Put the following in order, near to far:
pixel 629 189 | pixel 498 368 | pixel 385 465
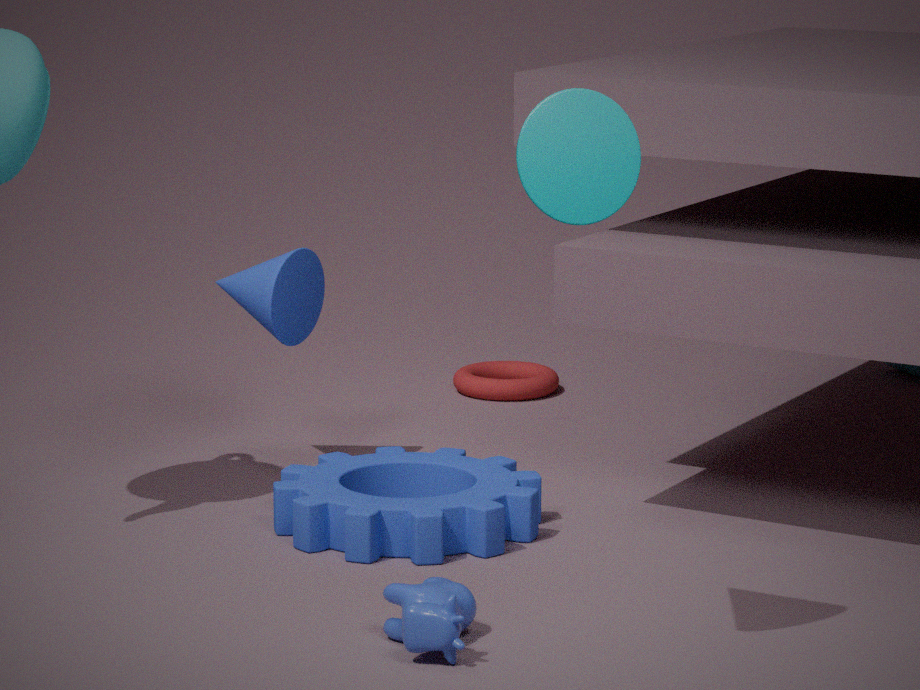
pixel 629 189 → pixel 385 465 → pixel 498 368
